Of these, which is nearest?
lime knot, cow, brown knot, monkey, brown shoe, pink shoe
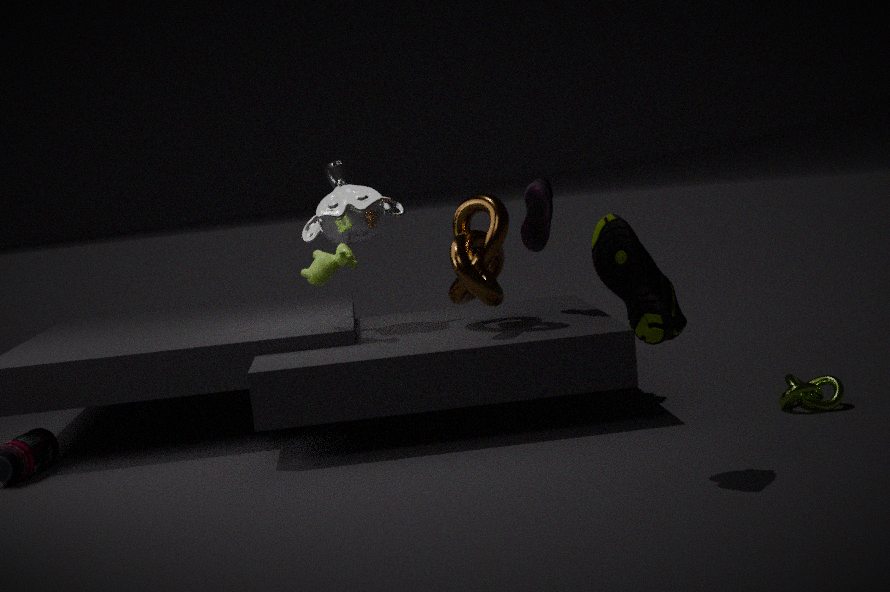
brown shoe
